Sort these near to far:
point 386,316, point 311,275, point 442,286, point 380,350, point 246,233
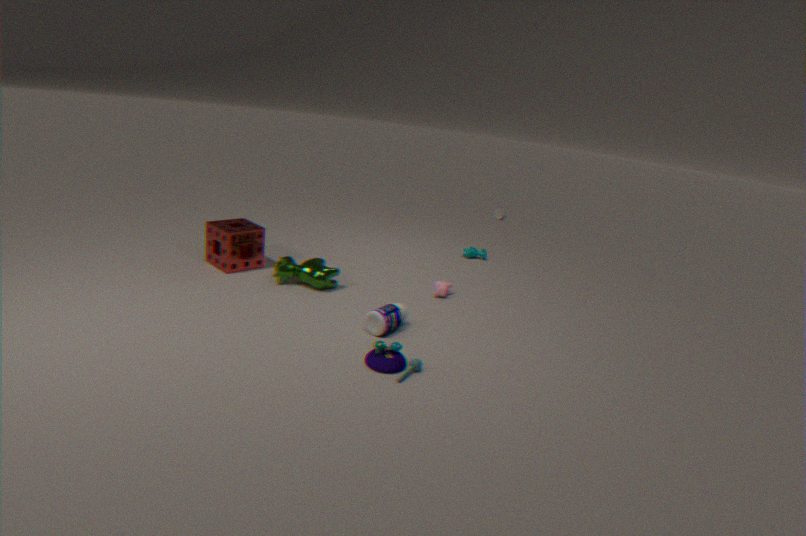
point 380,350 → point 386,316 → point 311,275 → point 246,233 → point 442,286
